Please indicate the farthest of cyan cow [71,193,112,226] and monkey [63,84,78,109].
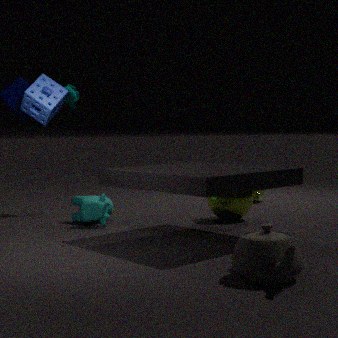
monkey [63,84,78,109]
